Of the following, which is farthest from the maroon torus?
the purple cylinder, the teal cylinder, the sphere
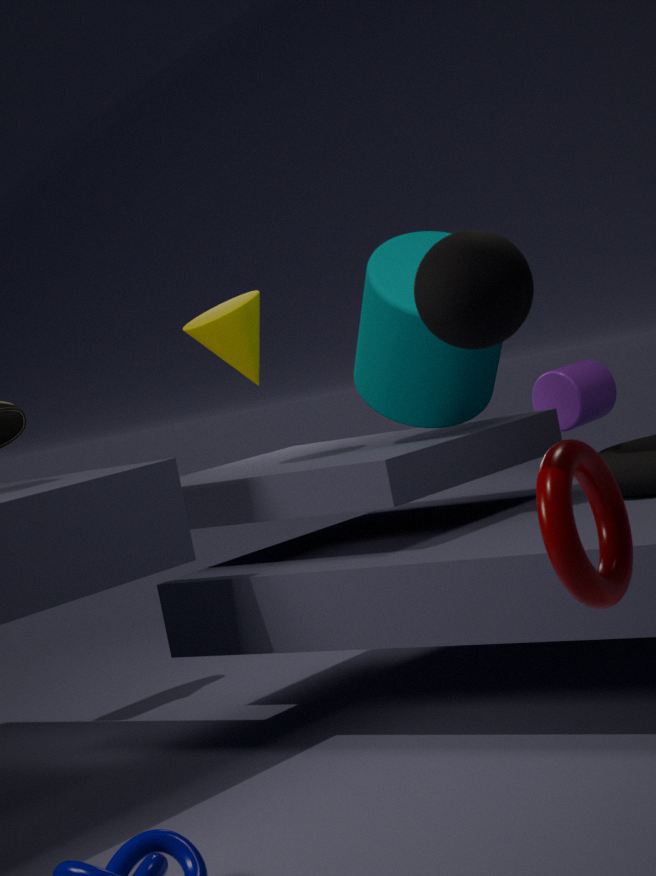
the purple cylinder
